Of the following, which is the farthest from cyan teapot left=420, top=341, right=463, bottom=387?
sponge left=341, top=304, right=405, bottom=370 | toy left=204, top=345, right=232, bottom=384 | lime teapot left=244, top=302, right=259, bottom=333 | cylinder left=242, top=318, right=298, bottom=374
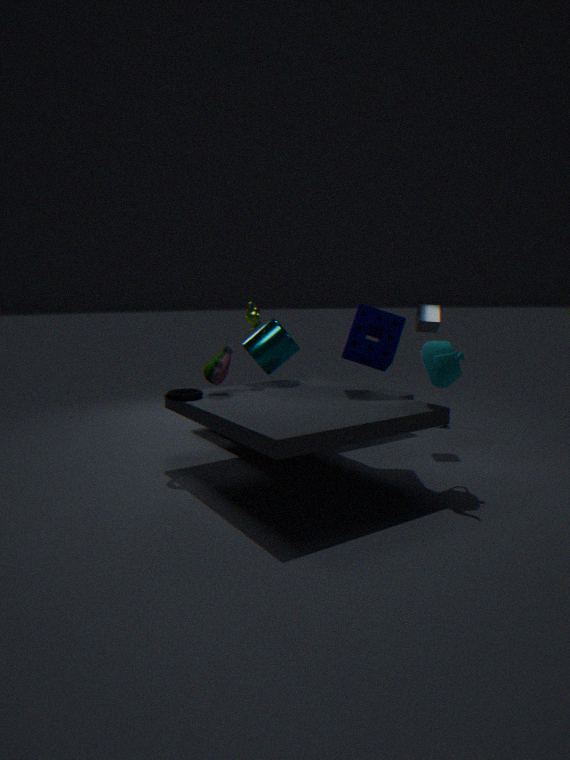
toy left=204, top=345, right=232, bottom=384
